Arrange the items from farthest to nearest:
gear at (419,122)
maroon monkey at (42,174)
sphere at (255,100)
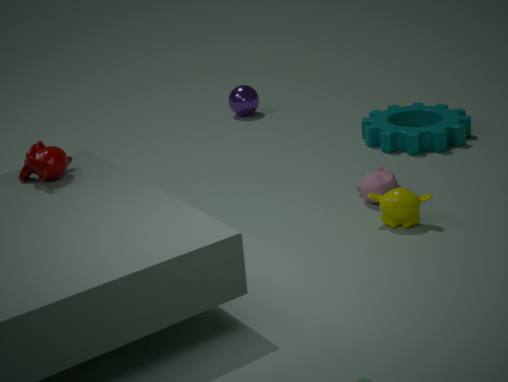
sphere at (255,100) < gear at (419,122) < maroon monkey at (42,174)
